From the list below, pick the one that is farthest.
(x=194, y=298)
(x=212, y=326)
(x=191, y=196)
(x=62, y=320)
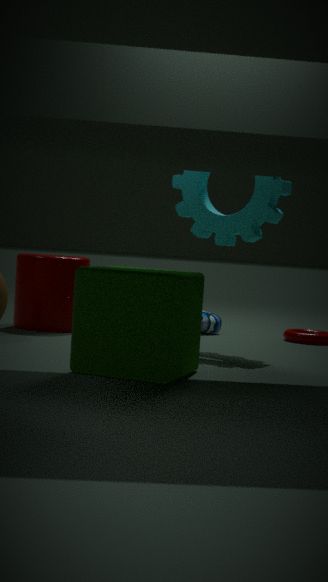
(x=212, y=326)
